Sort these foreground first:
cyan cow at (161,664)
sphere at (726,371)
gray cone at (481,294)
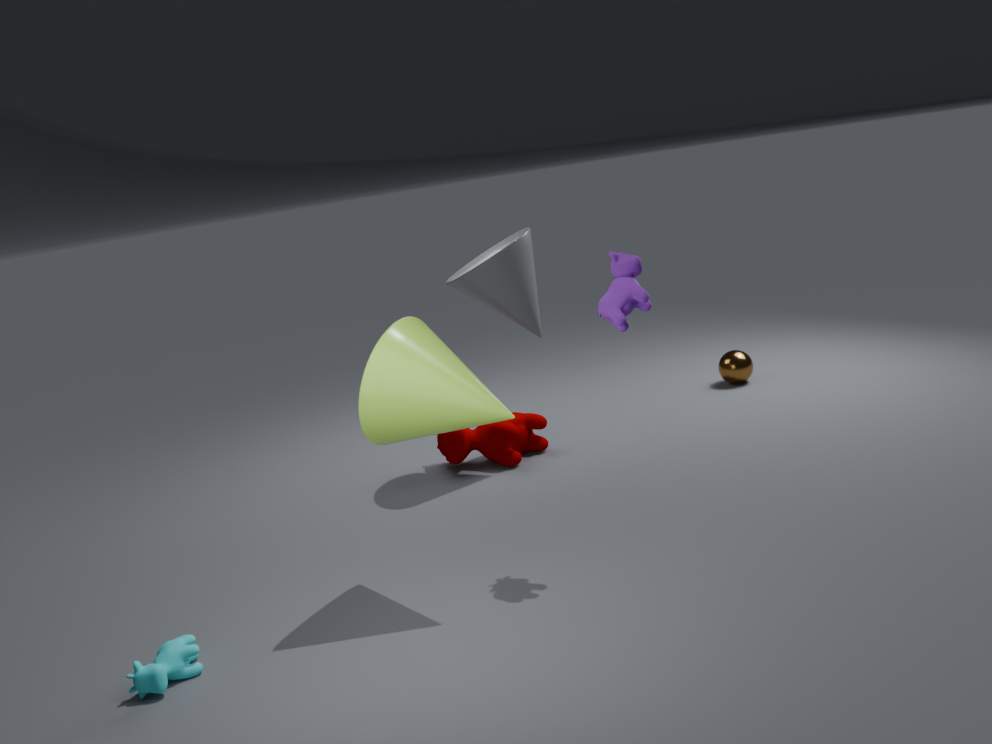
cyan cow at (161,664) → gray cone at (481,294) → sphere at (726,371)
